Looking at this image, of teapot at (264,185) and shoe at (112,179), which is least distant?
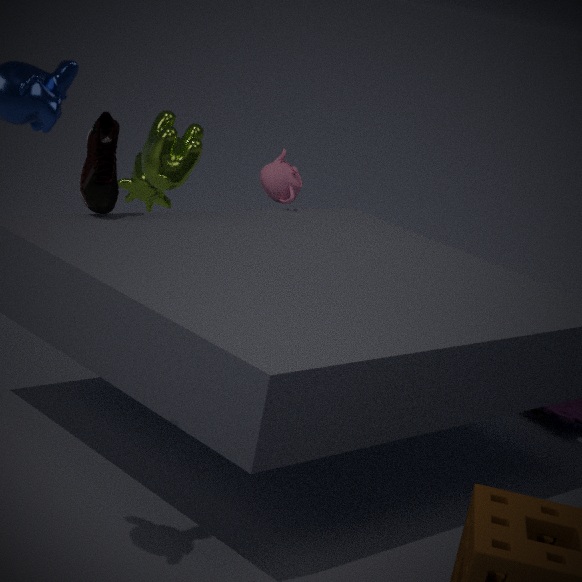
shoe at (112,179)
